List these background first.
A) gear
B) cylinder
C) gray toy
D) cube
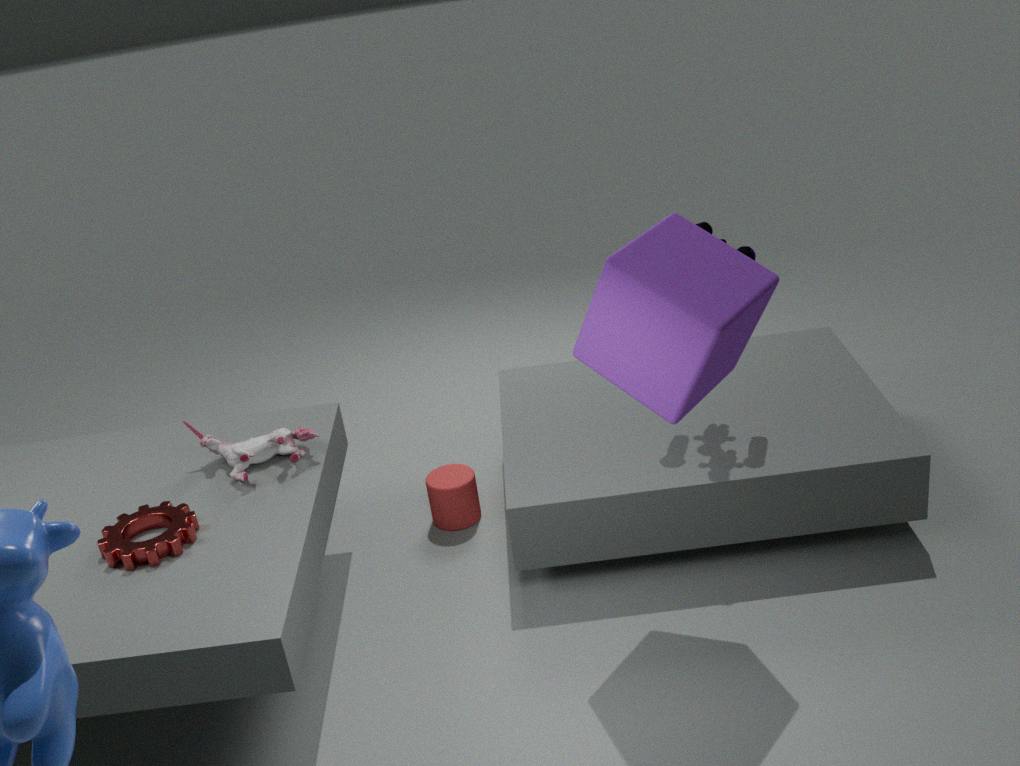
cylinder → gray toy → gear → cube
